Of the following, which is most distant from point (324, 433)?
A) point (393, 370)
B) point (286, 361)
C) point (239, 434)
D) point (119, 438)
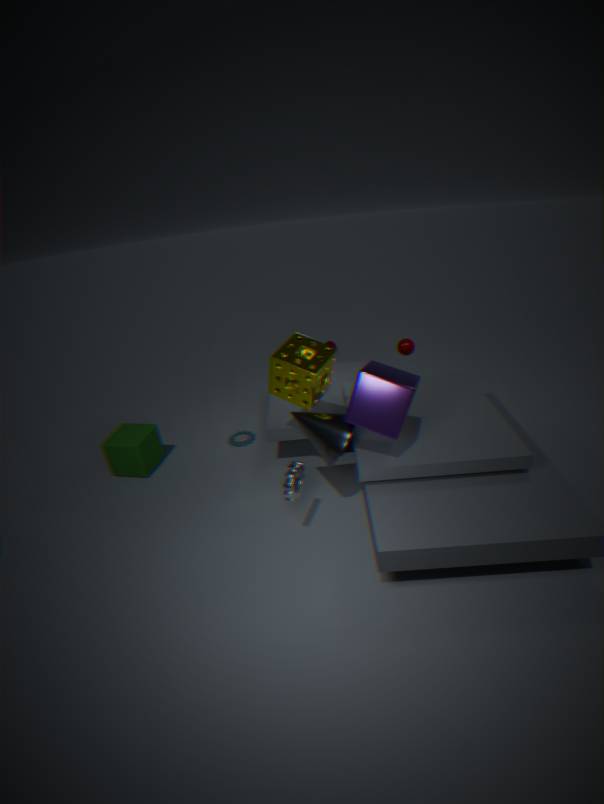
point (119, 438)
